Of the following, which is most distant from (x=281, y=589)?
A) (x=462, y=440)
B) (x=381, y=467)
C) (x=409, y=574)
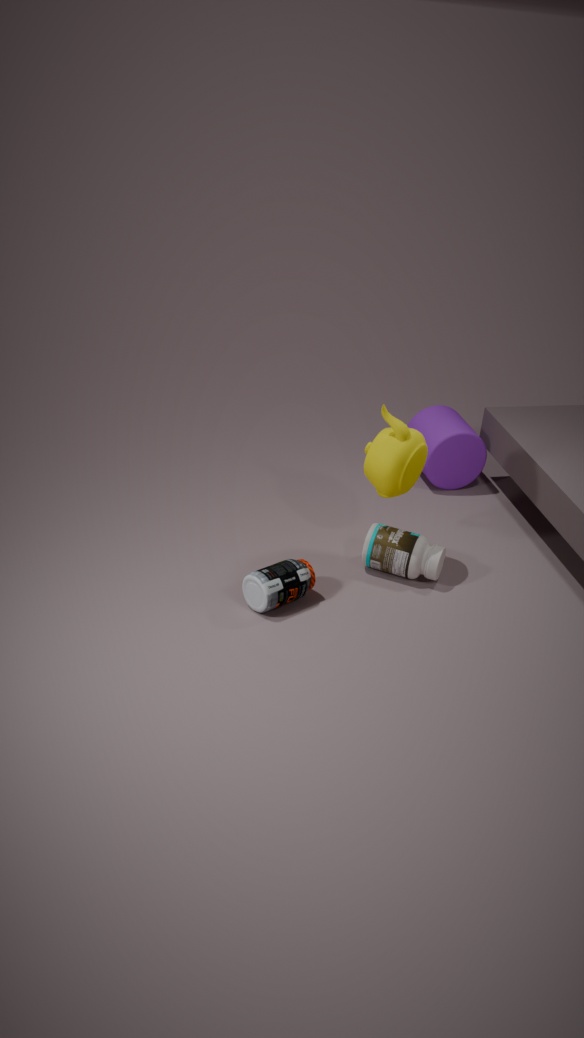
(x=462, y=440)
